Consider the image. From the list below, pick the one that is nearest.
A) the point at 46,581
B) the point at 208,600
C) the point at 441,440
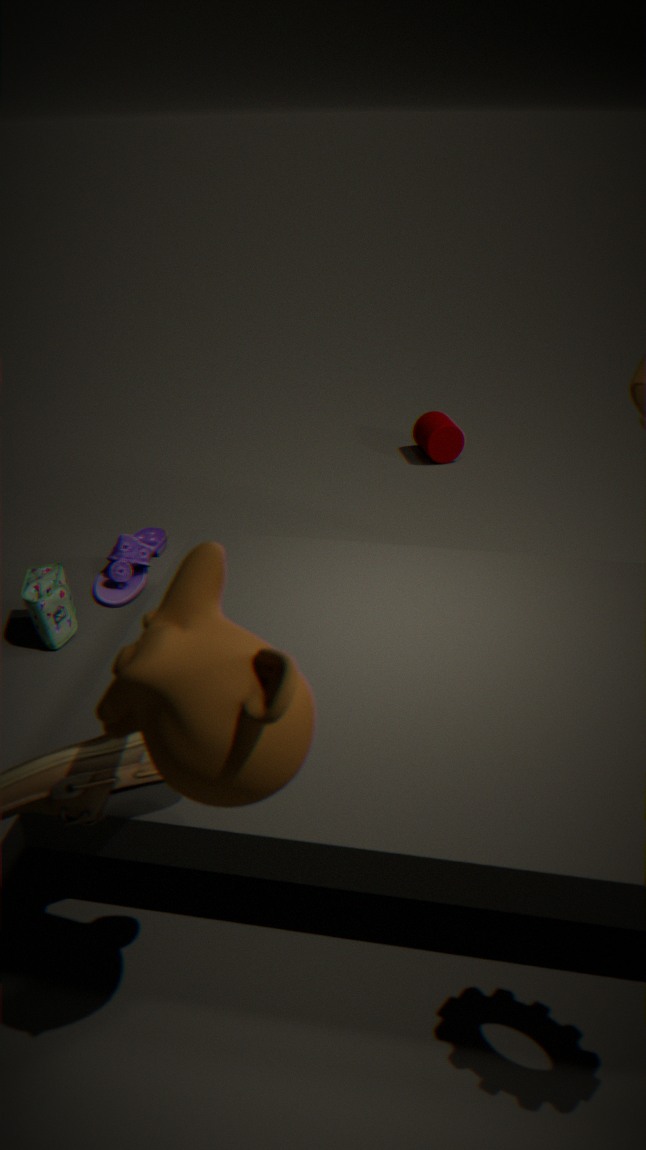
the point at 208,600
